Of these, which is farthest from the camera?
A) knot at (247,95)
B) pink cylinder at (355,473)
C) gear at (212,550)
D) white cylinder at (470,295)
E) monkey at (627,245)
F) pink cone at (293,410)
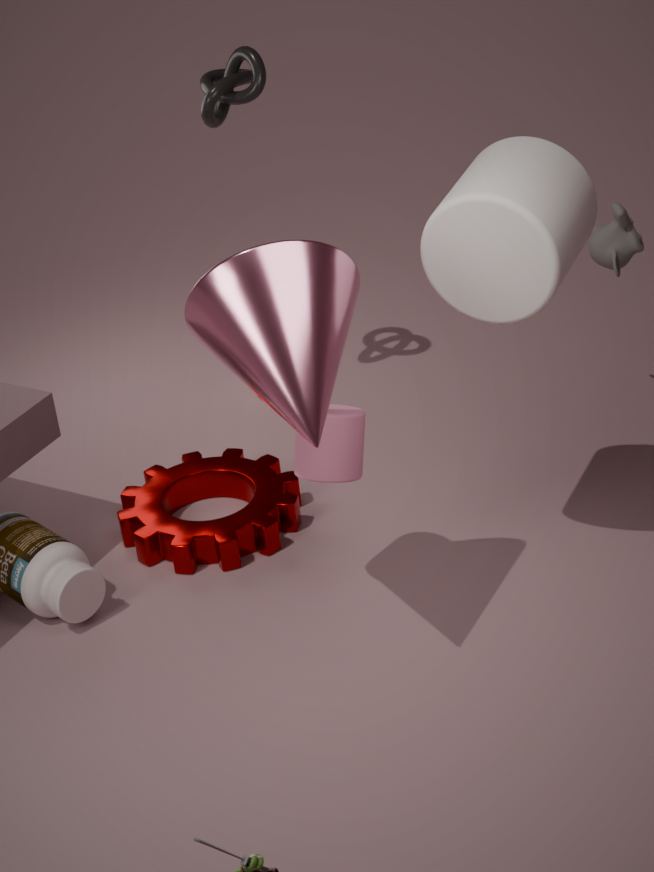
knot at (247,95)
